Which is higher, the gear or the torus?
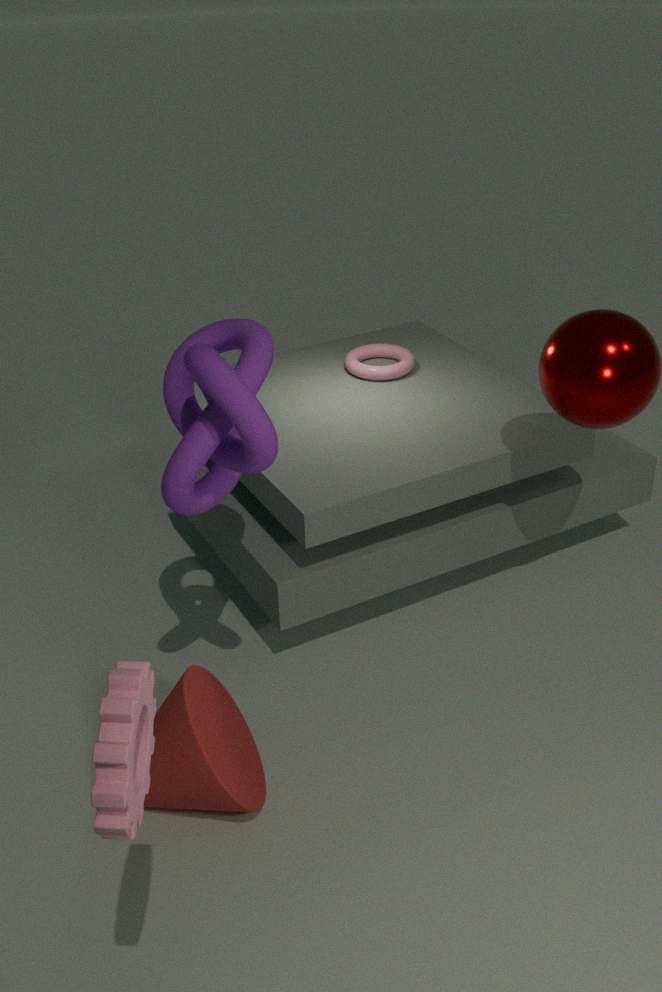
the gear
